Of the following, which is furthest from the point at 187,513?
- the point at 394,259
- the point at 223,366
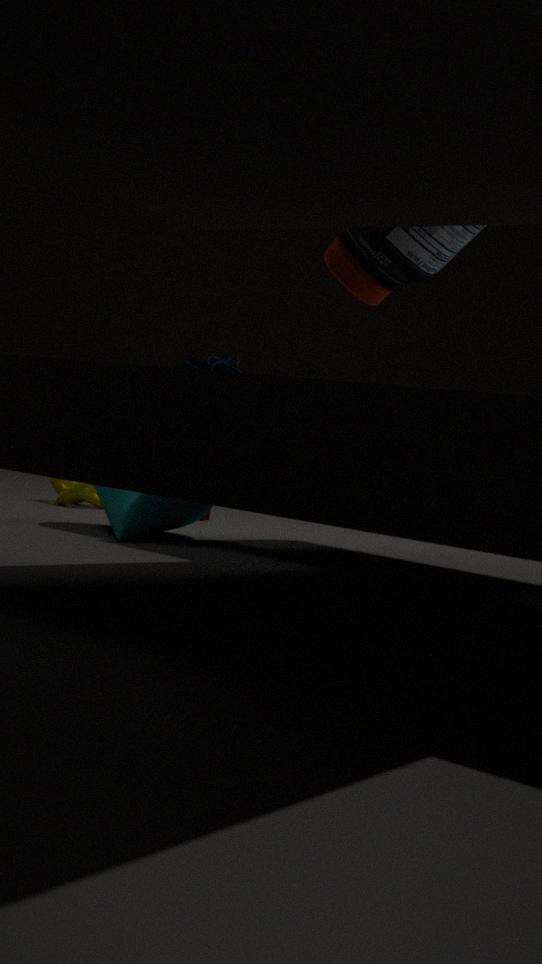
the point at 394,259
